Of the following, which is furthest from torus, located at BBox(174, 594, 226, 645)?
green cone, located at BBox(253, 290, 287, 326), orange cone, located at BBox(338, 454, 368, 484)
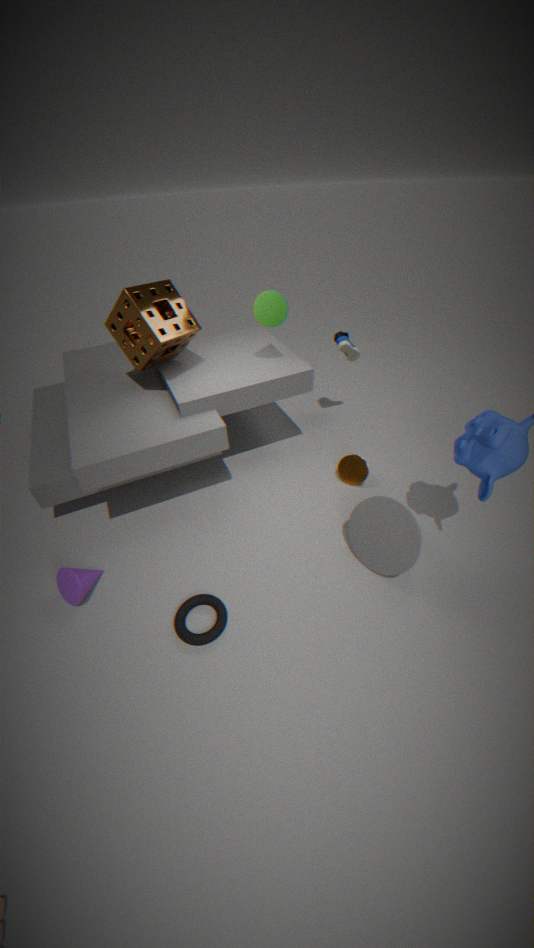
green cone, located at BBox(253, 290, 287, 326)
